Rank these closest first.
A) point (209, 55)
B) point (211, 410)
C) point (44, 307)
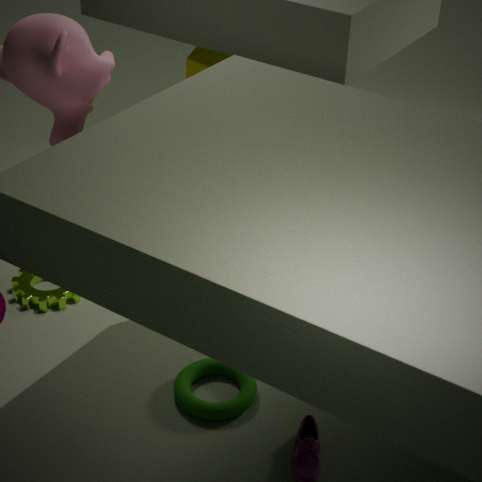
point (211, 410) < point (44, 307) < point (209, 55)
